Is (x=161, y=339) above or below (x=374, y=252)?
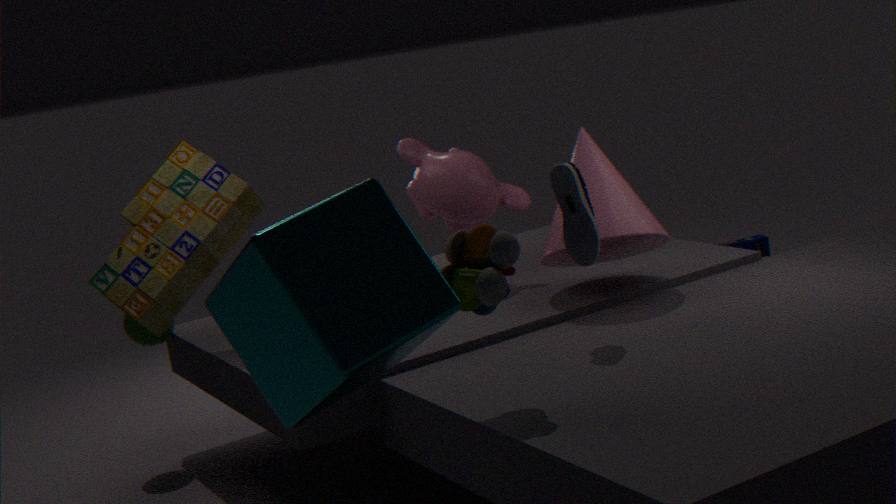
below
